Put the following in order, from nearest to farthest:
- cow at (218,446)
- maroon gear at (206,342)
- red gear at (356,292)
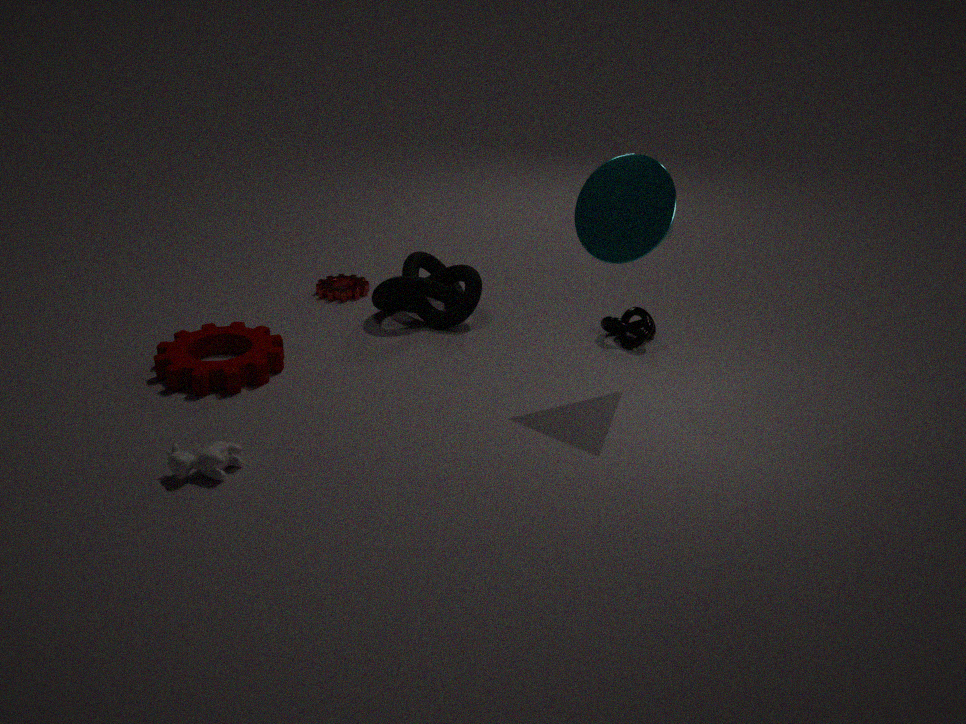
cow at (218,446)
maroon gear at (206,342)
red gear at (356,292)
